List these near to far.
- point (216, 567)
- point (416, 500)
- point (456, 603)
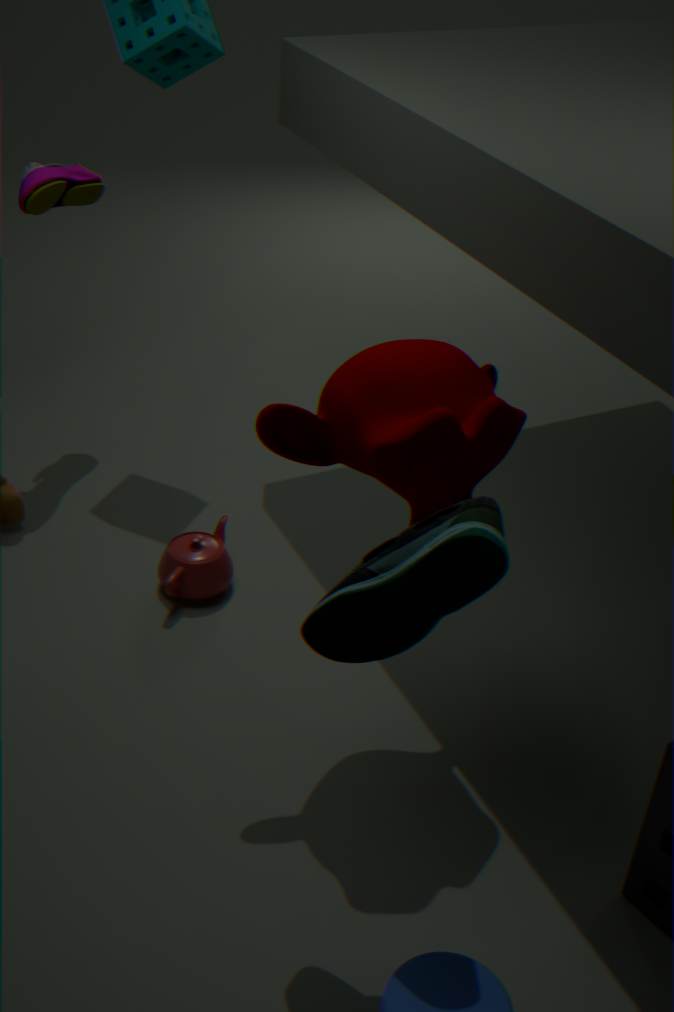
point (456, 603)
point (416, 500)
point (216, 567)
